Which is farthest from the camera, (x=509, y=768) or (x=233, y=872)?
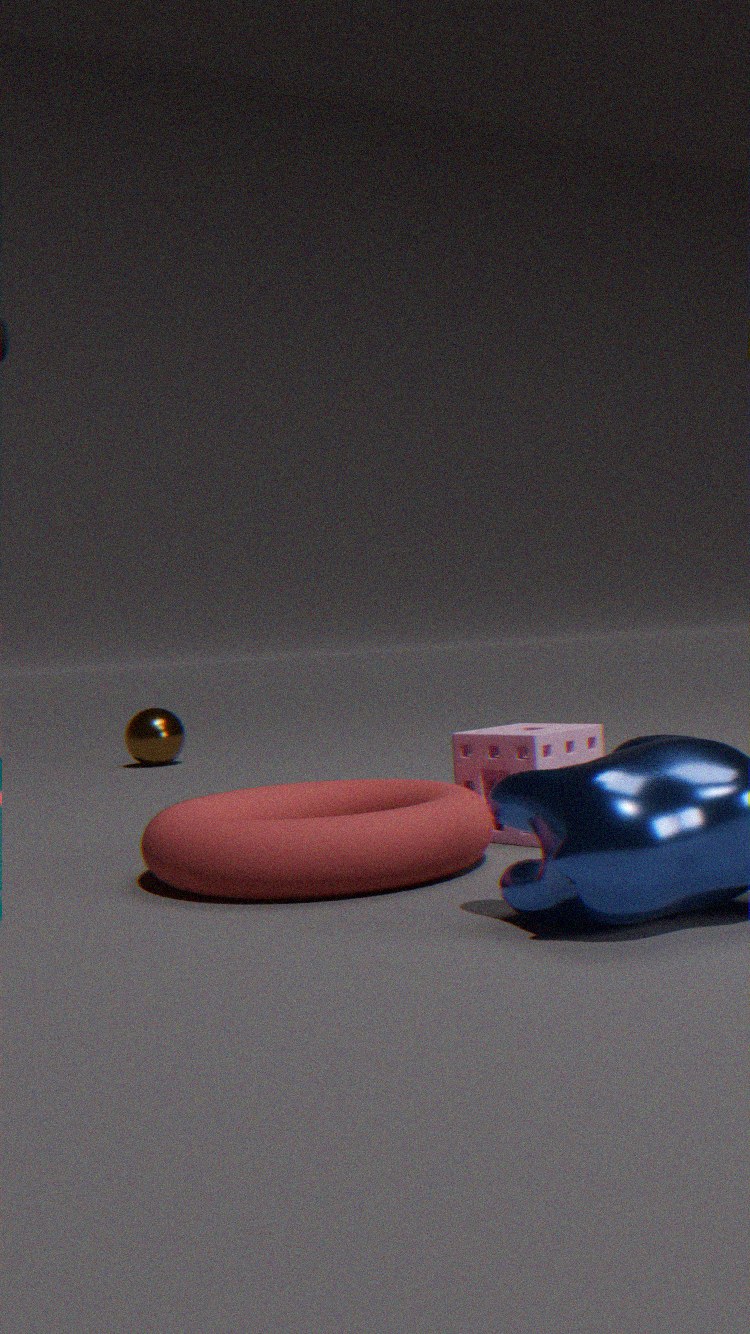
(x=509, y=768)
